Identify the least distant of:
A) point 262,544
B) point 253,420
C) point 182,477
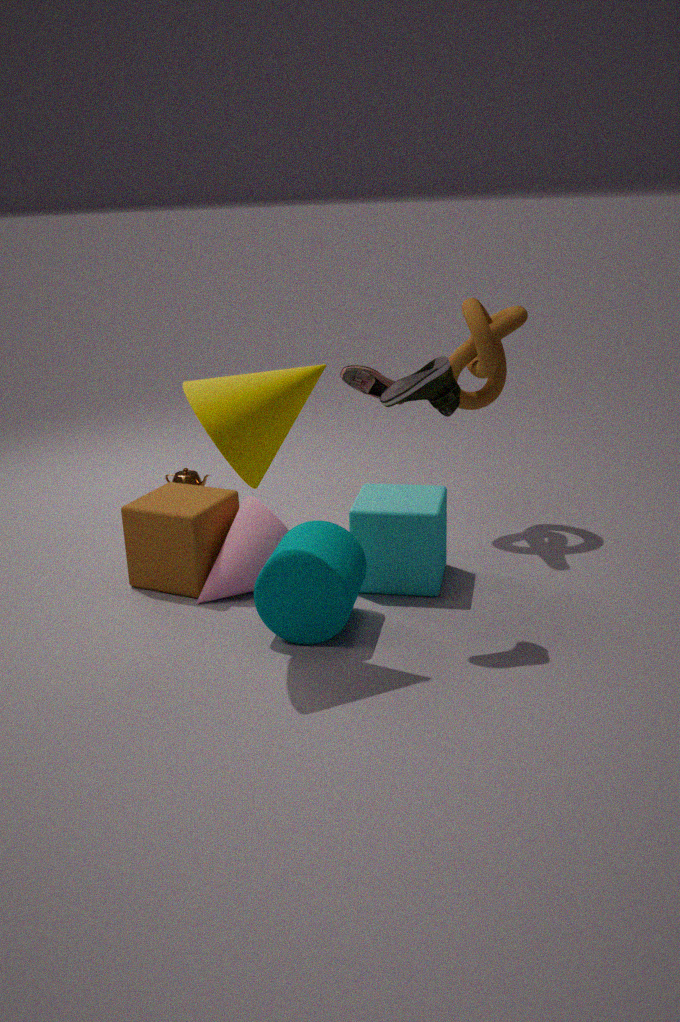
point 253,420
